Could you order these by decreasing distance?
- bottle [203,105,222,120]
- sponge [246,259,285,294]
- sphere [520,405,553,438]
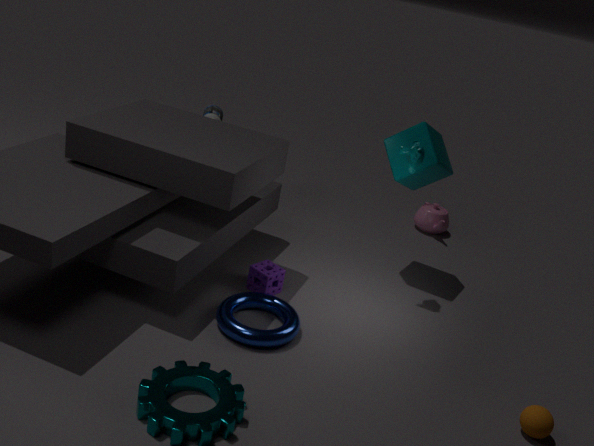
bottle [203,105,222,120], sponge [246,259,285,294], sphere [520,405,553,438]
